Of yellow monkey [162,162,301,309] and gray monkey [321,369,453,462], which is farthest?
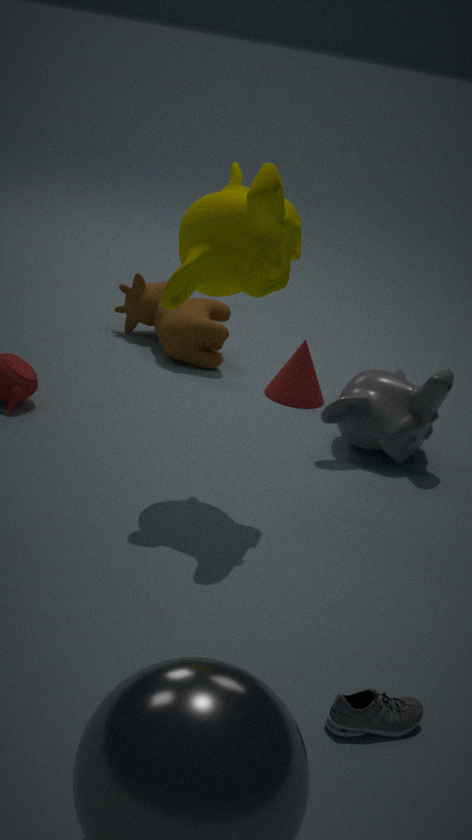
gray monkey [321,369,453,462]
